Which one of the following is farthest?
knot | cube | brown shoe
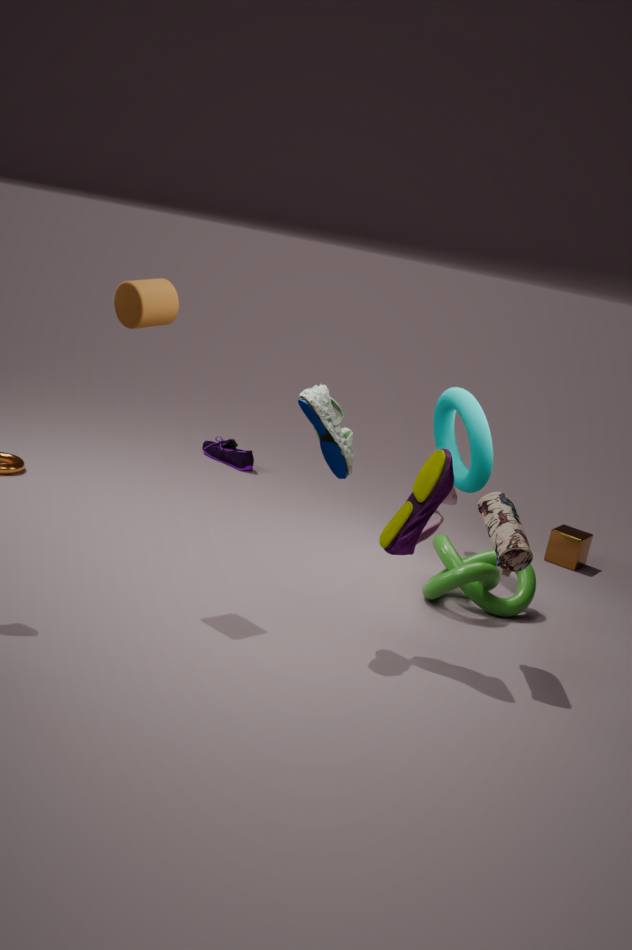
cube
